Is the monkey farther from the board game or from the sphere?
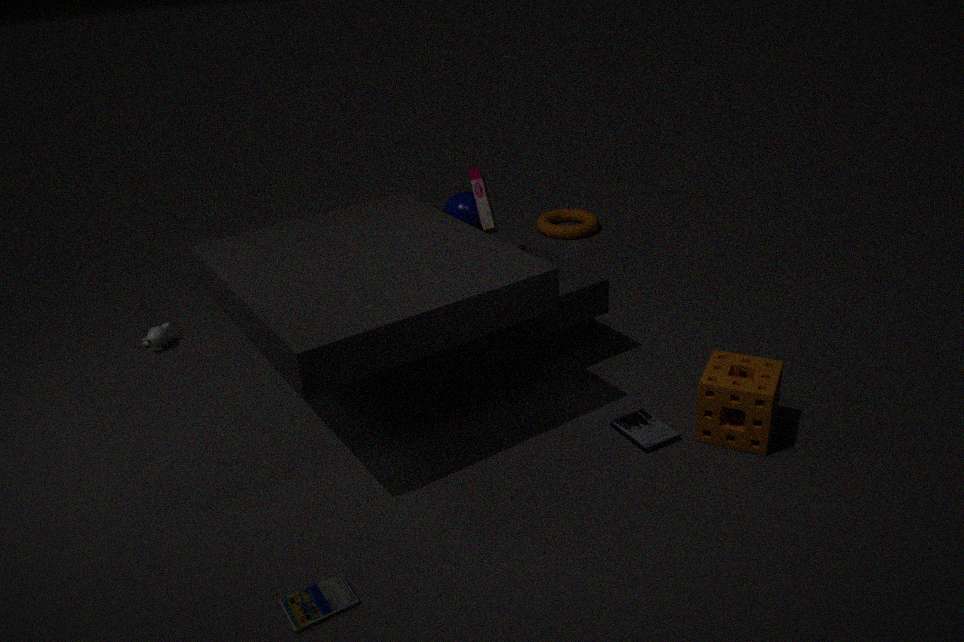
→ the board game
